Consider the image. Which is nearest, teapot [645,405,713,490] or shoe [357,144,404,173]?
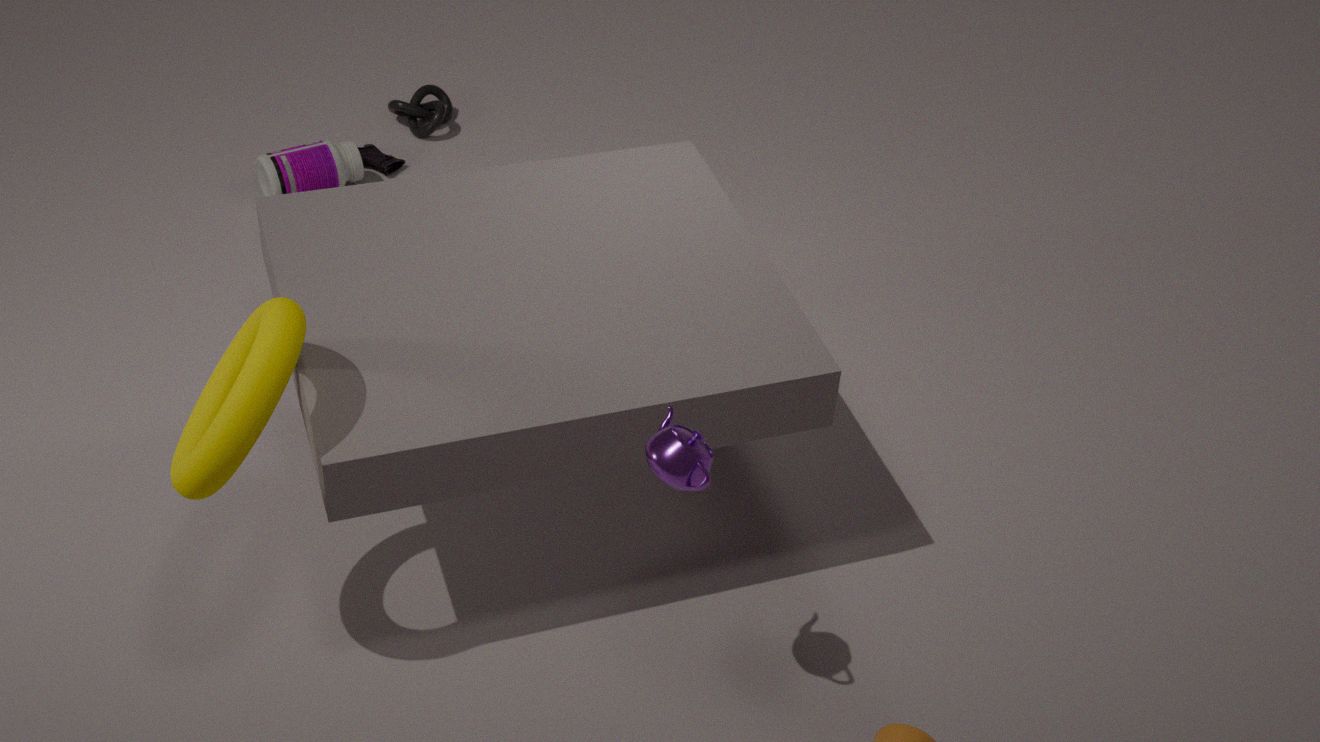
teapot [645,405,713,490]
